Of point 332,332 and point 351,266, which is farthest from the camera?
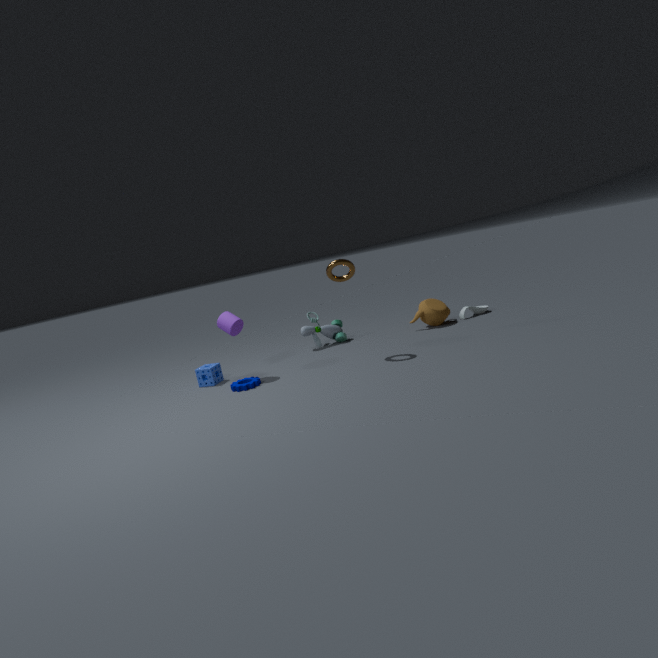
point 332,332
